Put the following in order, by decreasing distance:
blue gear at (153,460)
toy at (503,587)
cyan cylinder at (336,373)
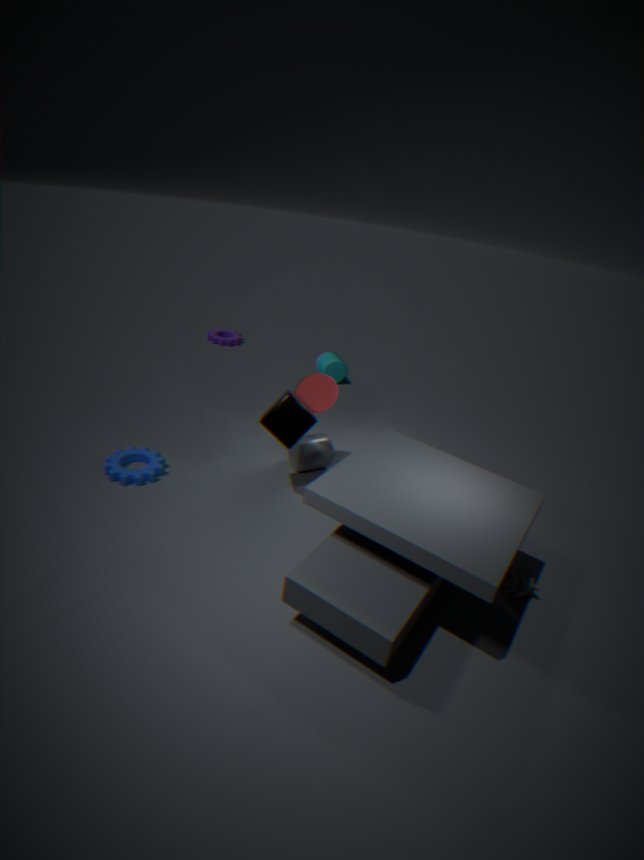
cyan cylinder at (336,373), blue gear at (153,460), toy at (503,587)
